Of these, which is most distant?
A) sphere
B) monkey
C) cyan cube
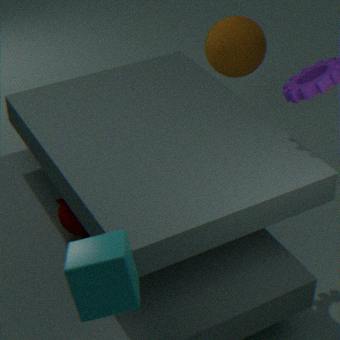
sphere
